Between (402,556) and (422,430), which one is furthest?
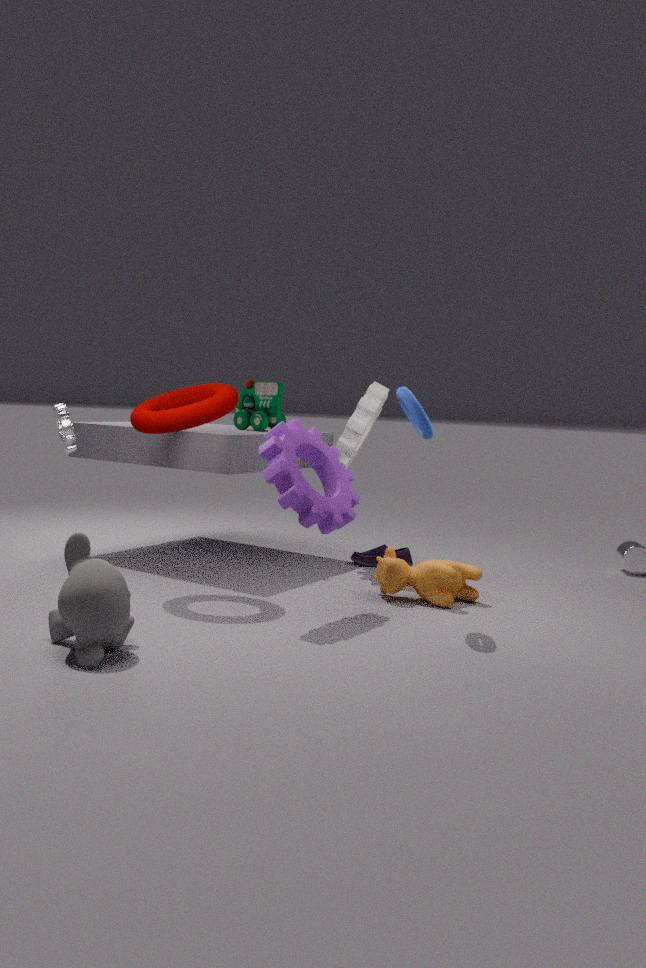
(402,556)
